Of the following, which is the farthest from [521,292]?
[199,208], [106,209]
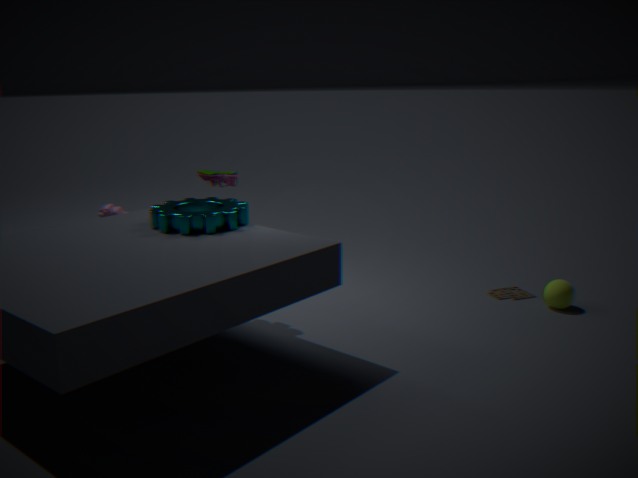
[106,209]
